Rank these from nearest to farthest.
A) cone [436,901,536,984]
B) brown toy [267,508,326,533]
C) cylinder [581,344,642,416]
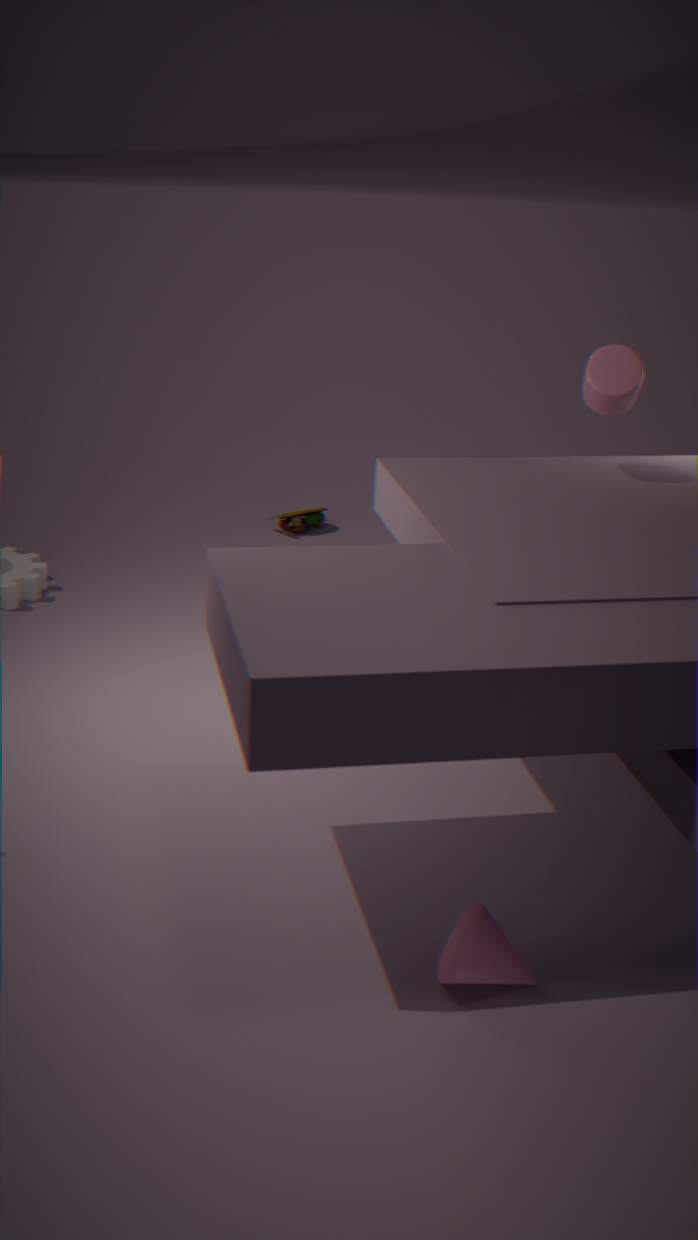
cone [436,901,536,984], cylinder [581,344,642,416], brown toy [267,508,326,533]
